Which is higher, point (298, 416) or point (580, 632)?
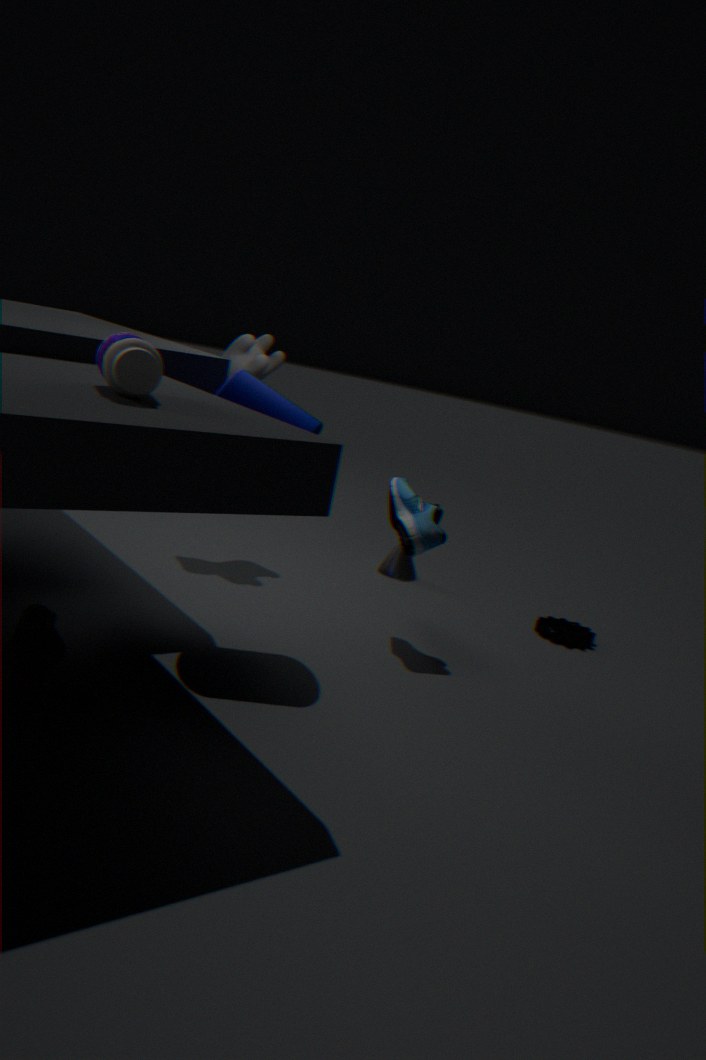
point (298, 416)
